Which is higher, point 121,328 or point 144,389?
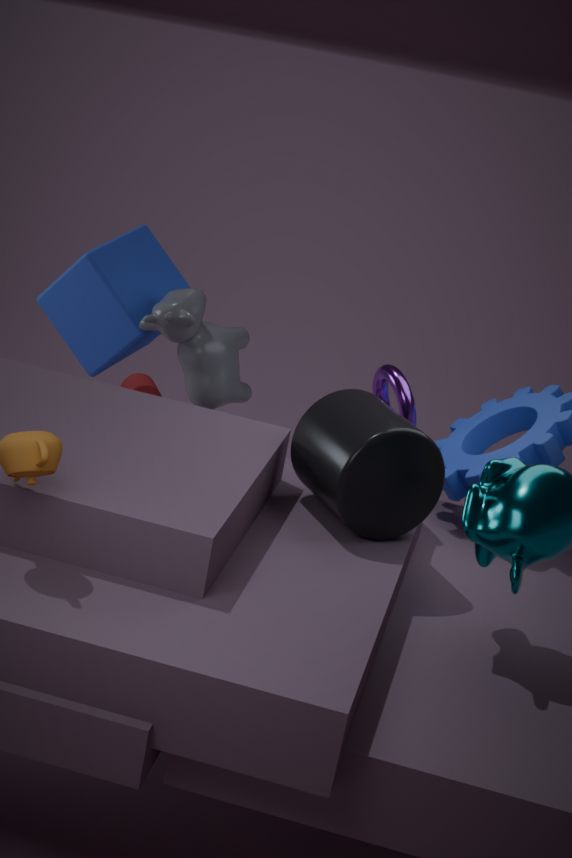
point 121,328
